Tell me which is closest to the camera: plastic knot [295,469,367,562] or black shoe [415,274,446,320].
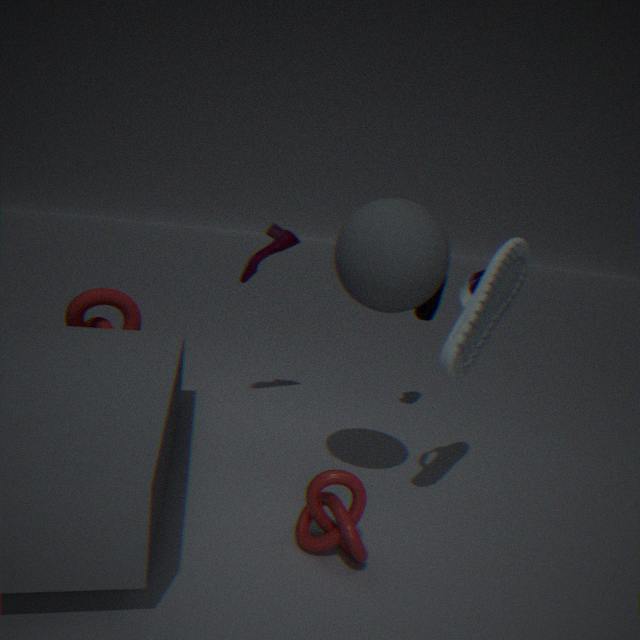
plastic knot [295,469,367,562]
